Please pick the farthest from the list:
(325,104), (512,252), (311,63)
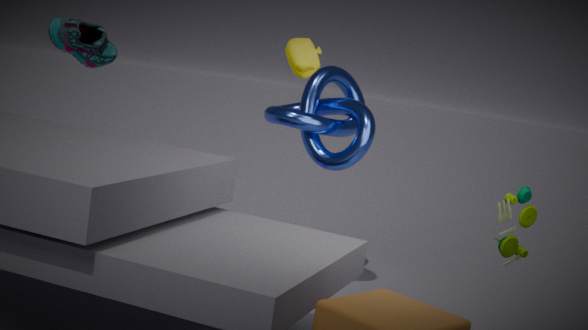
(325,104)
